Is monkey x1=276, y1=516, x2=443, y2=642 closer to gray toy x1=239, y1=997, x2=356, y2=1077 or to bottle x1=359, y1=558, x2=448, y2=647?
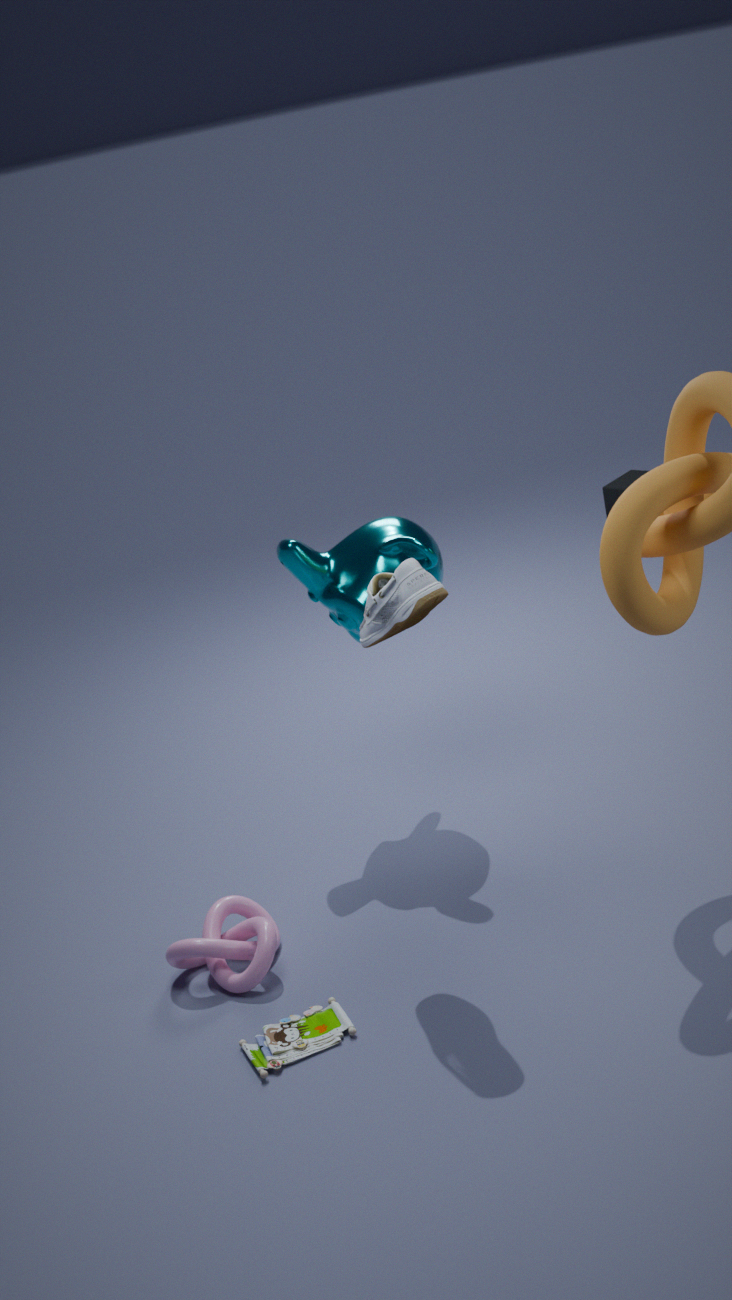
bottle x1=359, y1=558, x2=448, y2=647
